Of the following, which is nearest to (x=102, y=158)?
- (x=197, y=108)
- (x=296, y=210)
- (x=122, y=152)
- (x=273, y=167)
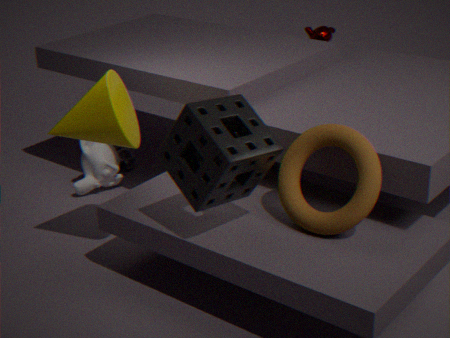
(x=122, y=152)
